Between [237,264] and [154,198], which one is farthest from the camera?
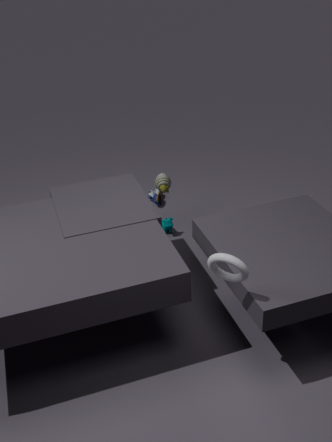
[154,198]
